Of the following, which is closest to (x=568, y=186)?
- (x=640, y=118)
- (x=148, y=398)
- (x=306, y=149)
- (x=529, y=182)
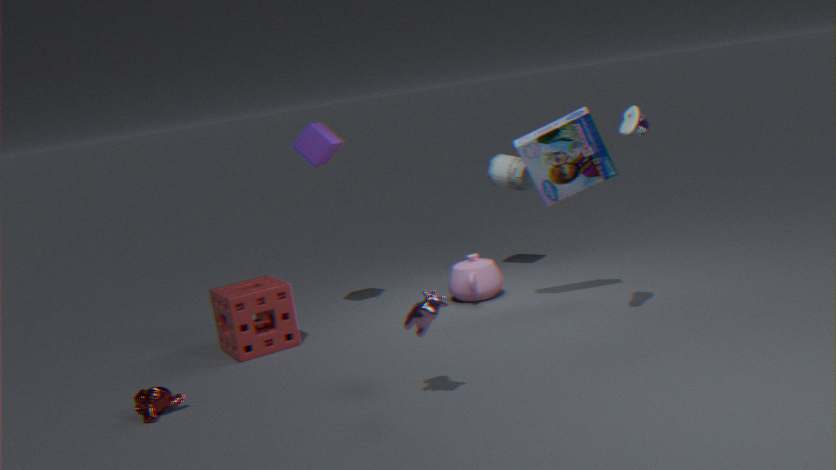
(x=640, y=118)
